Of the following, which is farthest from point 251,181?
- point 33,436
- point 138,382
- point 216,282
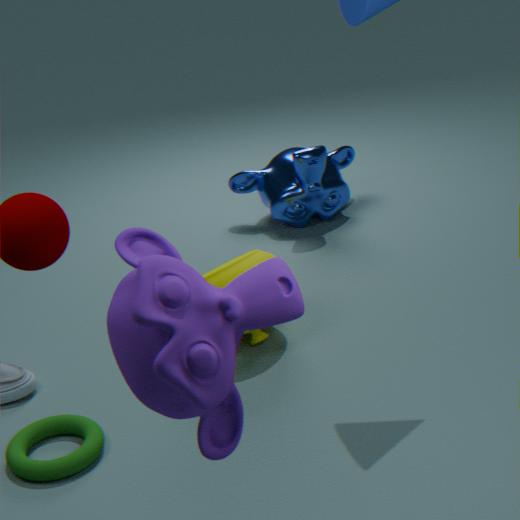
point 138,382
